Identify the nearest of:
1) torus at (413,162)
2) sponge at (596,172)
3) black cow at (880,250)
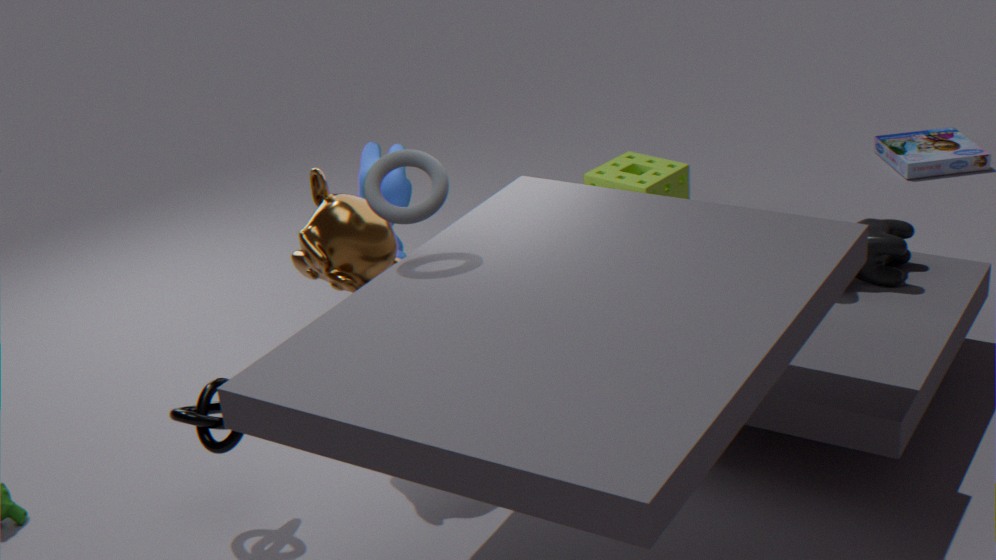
1. torus at (413,162)
